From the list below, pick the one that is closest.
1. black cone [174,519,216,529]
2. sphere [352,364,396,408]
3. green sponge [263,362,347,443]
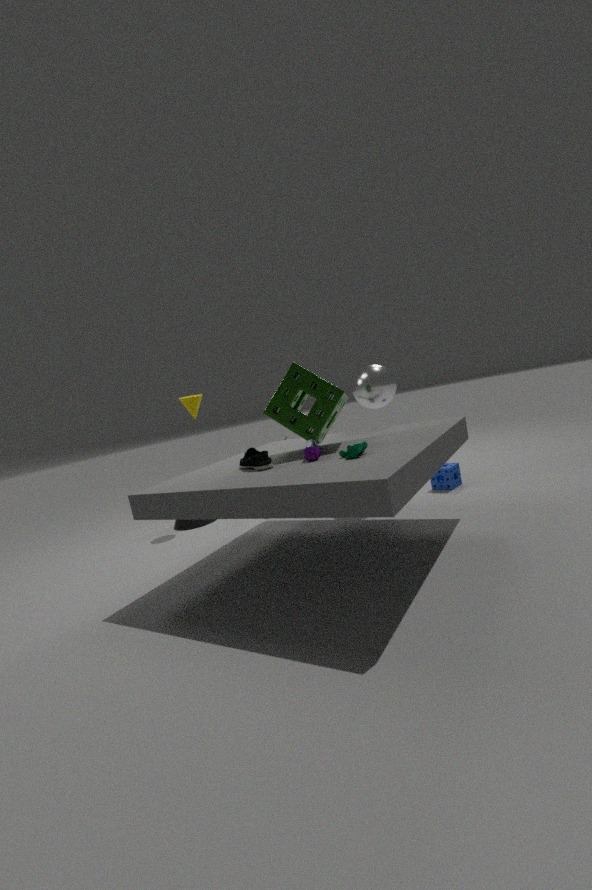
green sponge [263,362,347,443]
